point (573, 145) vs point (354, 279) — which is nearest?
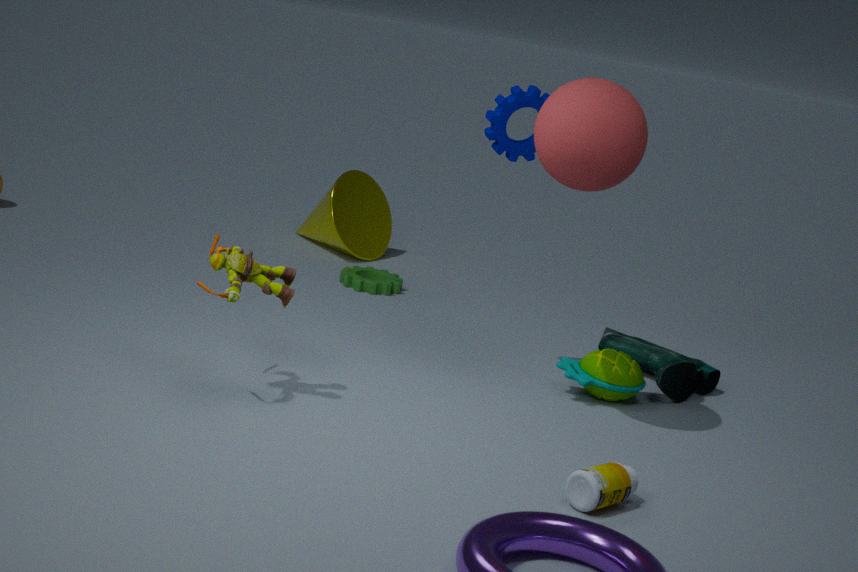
point (573, 145)
